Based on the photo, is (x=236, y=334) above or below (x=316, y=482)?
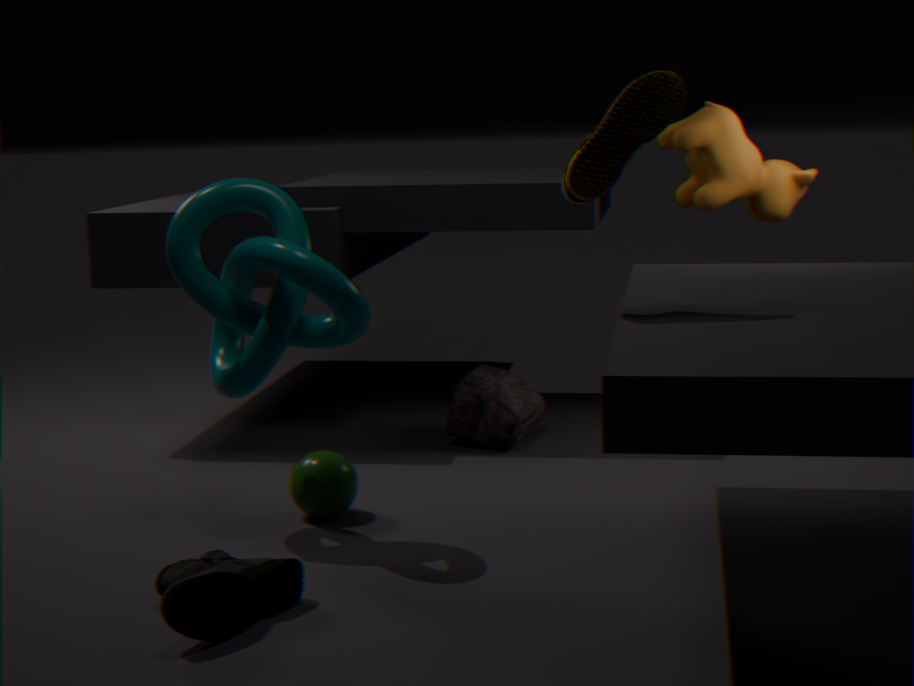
above
